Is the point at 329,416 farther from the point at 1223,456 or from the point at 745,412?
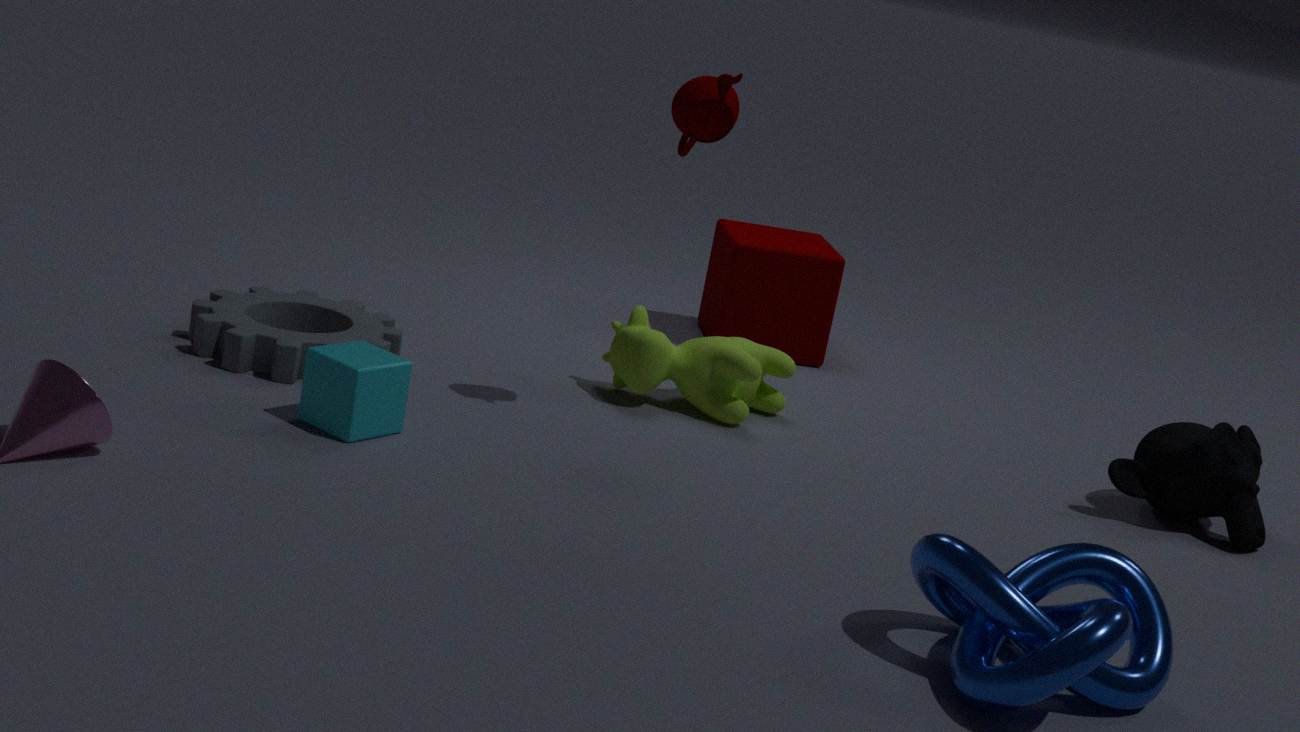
the point at 1223,456
